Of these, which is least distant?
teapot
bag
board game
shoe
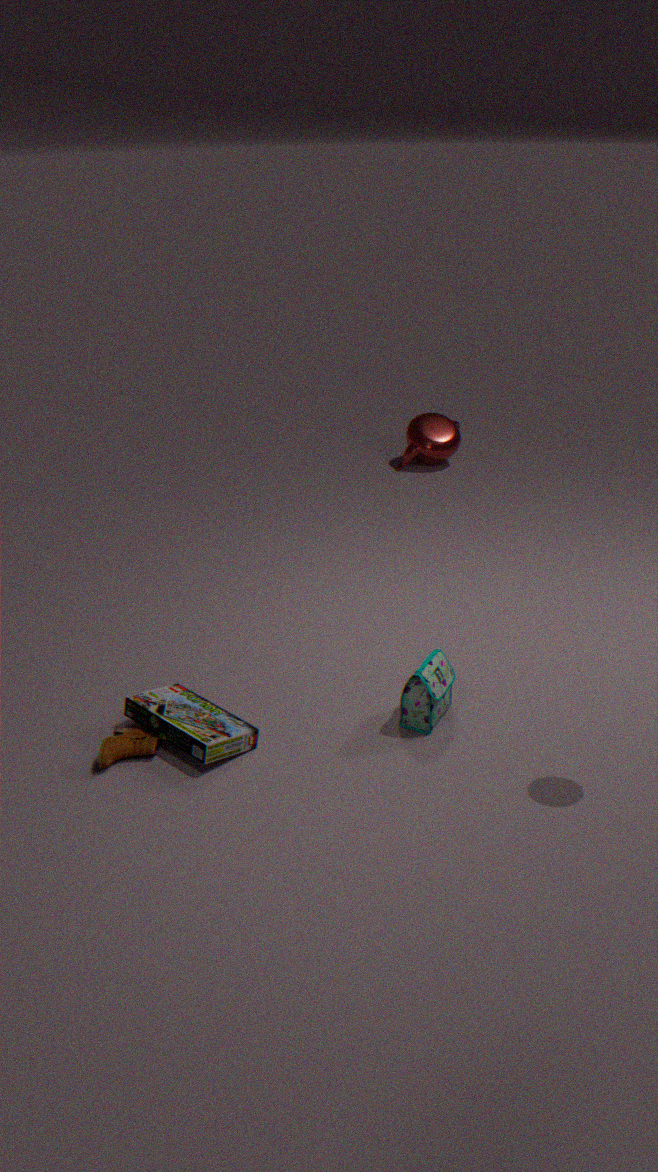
board game
